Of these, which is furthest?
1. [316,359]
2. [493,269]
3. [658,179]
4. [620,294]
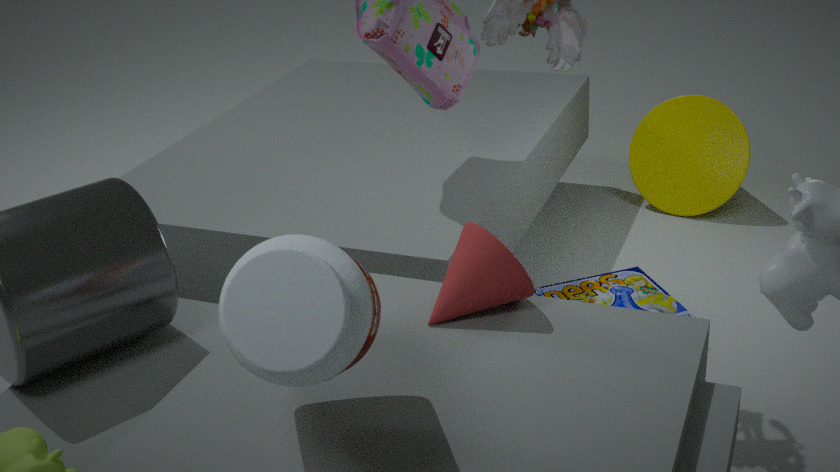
[658,179]
